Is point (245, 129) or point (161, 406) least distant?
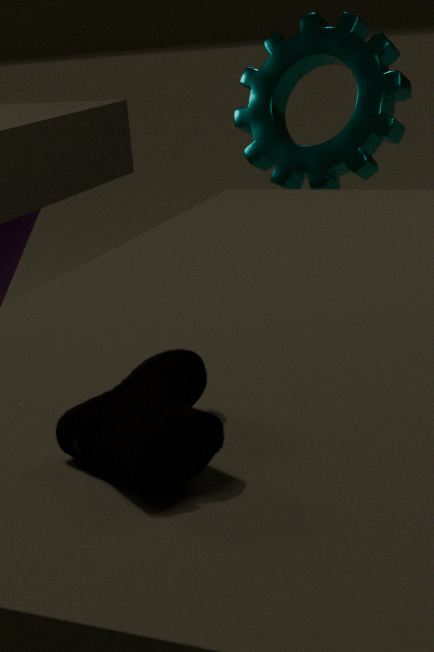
point (161, 406)
